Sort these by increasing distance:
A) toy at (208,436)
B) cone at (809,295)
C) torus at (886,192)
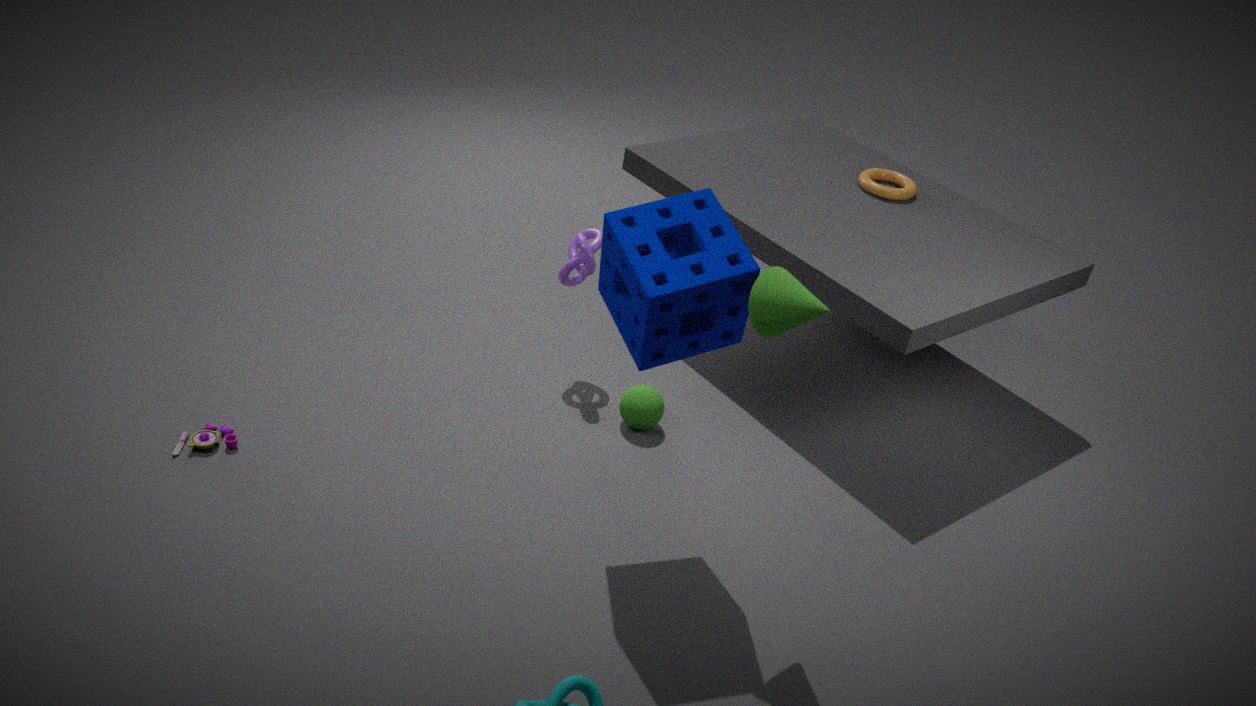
cone at (809,295), toy at (208,436), torus at (886,192)
